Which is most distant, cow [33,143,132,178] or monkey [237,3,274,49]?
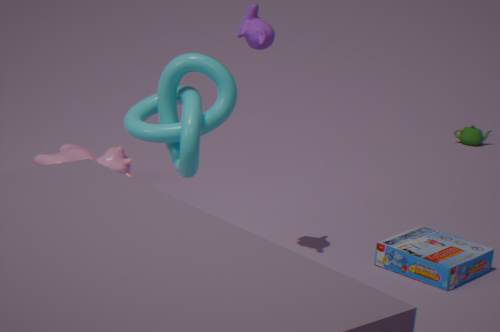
cow [33,143,132,178]
